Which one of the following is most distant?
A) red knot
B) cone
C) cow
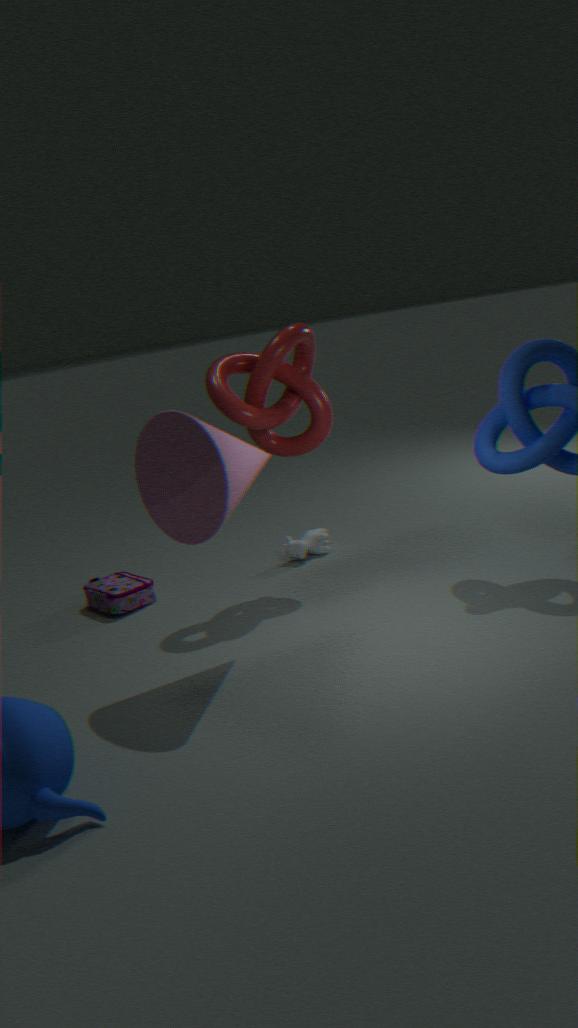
cow
